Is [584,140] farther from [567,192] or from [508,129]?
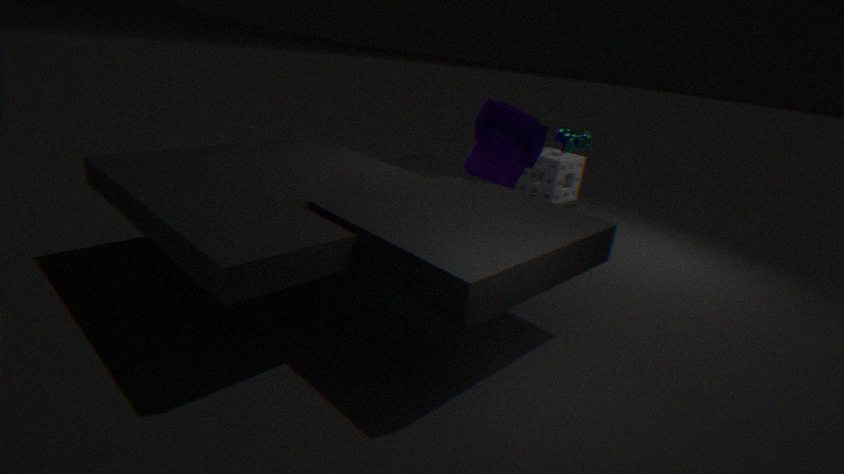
[567,192]
